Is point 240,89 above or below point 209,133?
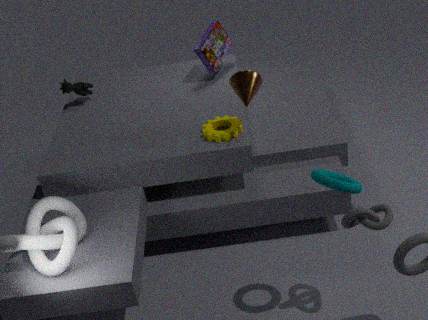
above
